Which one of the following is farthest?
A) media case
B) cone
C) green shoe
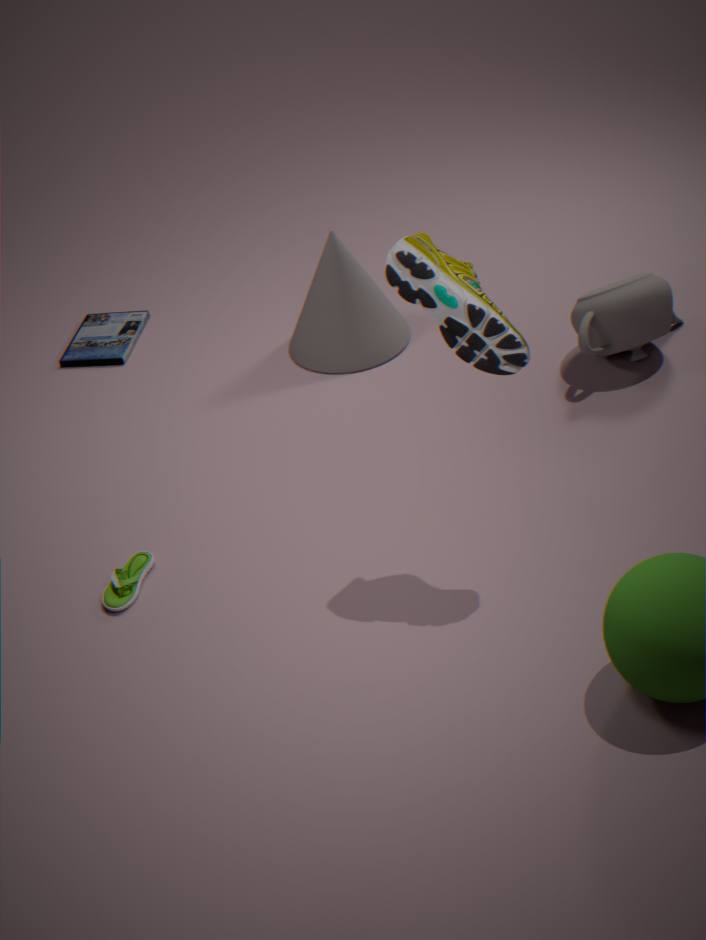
media case
